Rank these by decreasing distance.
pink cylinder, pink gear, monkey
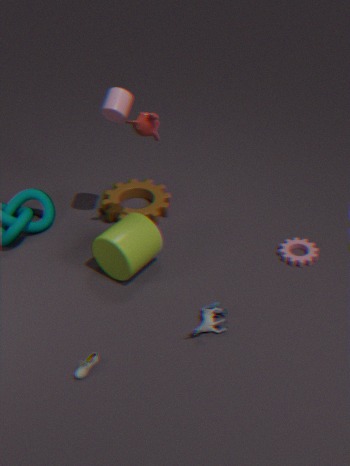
pink gear, pink cylinder, monkey
